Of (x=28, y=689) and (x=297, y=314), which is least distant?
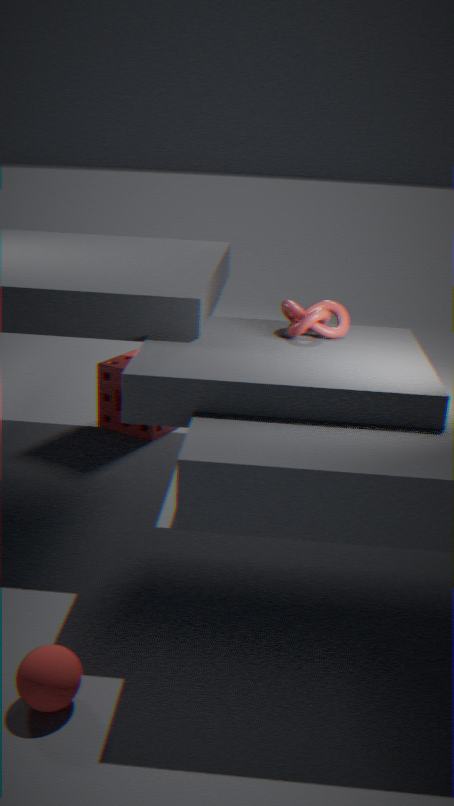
(x=28, y=689)
